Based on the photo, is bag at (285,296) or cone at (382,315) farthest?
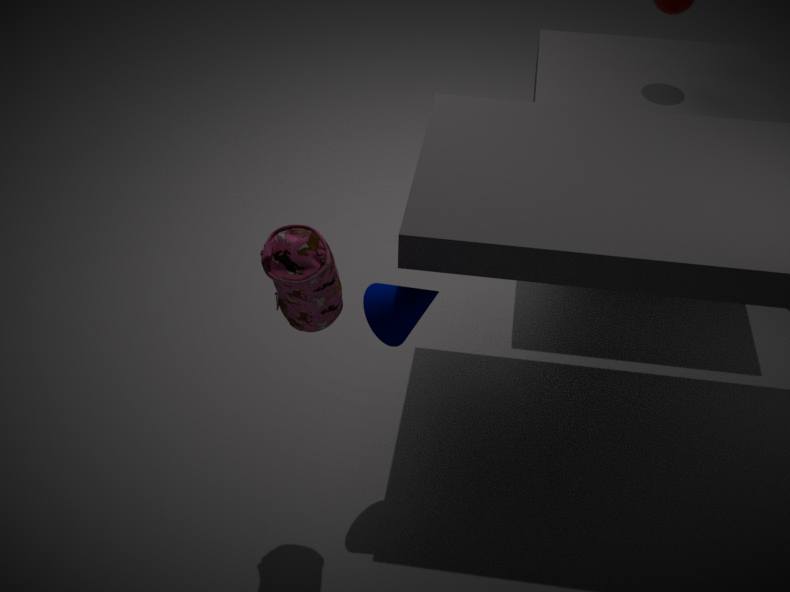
cone at (382,315)
